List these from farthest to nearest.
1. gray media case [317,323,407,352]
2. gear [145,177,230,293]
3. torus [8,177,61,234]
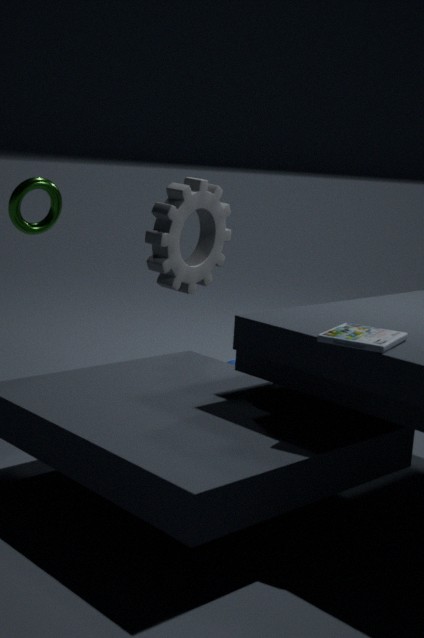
gear [145,177,230,293] < torus [8,177,61,234] < gray media case [317,323,407,352]
